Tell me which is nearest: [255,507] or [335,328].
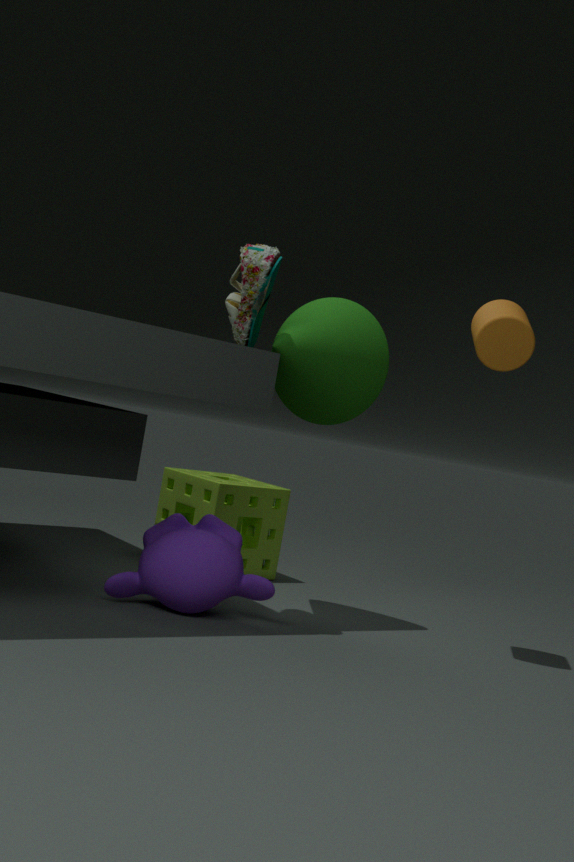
[335,328]
